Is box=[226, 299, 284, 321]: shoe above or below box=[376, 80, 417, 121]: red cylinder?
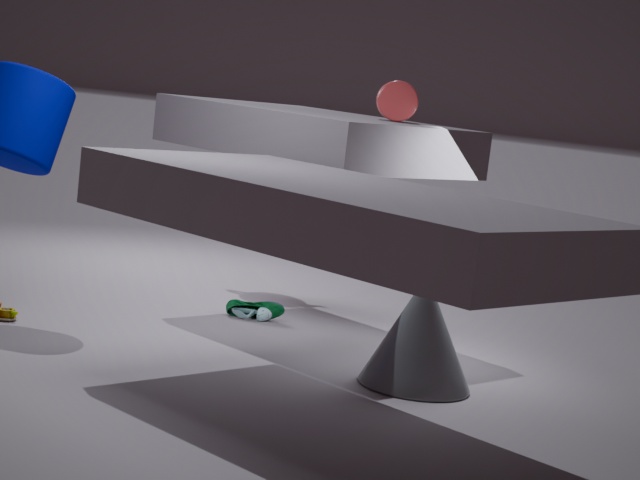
below
